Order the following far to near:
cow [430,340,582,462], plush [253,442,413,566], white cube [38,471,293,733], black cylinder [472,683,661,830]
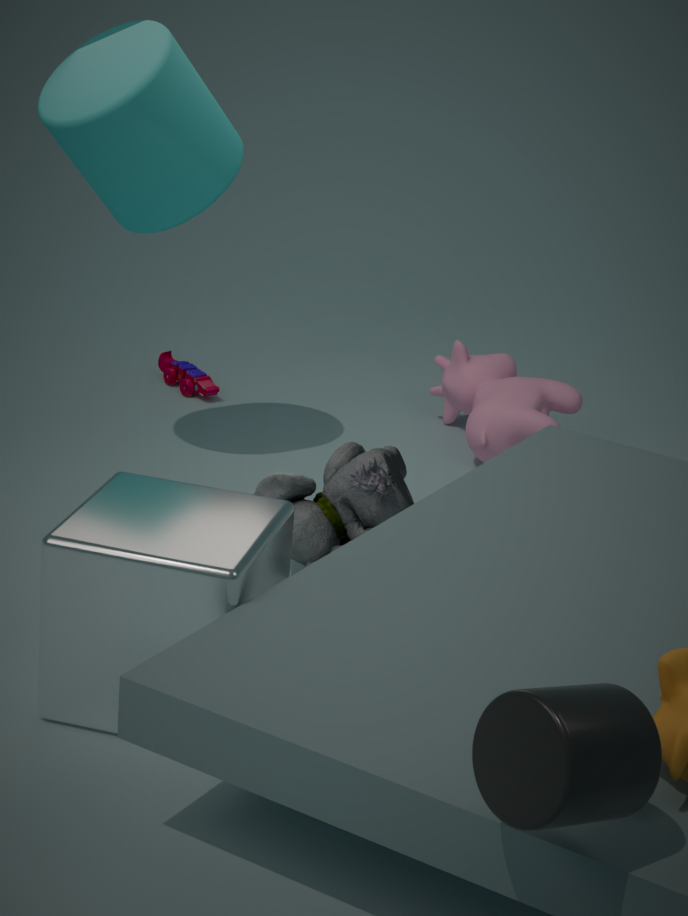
cow [430,340,582,462] < plush [253,442,413,566] < white cube [38,471,293,733] < black cylinder [472,683,661,830]
